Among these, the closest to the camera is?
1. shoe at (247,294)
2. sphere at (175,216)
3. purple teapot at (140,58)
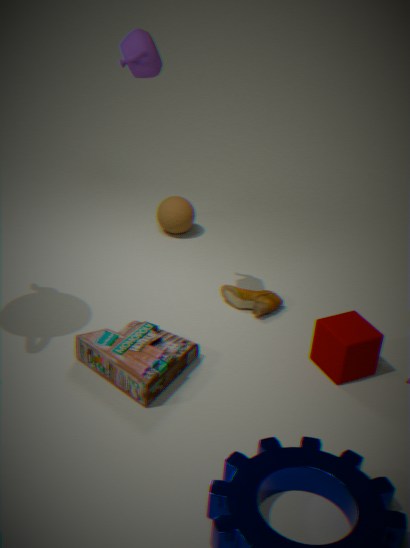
purple teapot at (140,58)
